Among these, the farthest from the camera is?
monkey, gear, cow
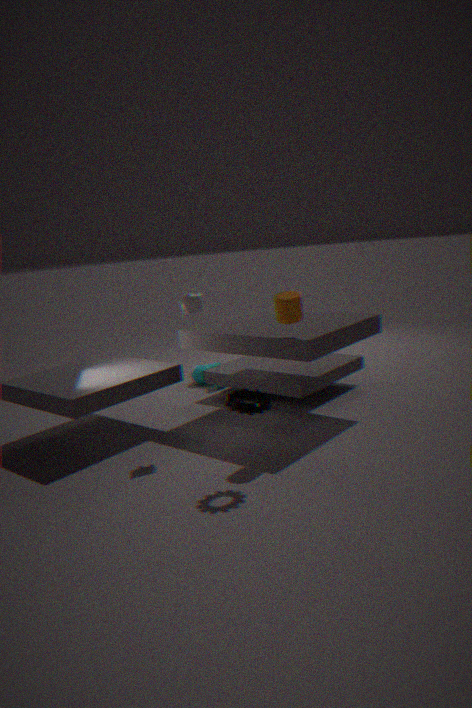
cow
